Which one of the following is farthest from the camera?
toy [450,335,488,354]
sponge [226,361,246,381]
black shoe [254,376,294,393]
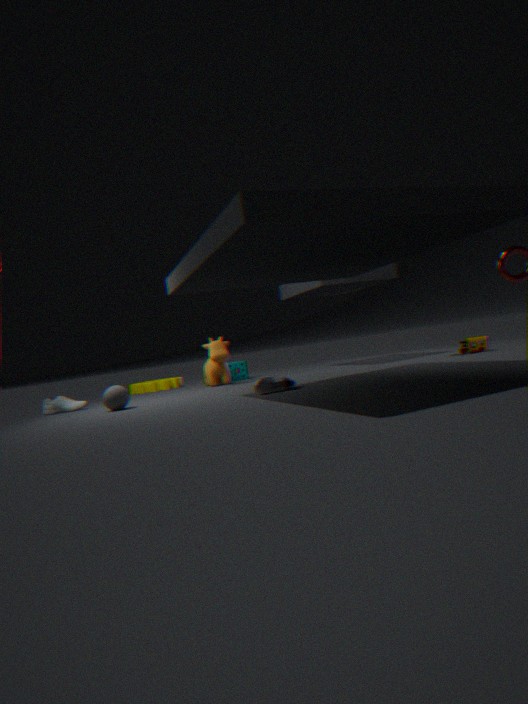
sponge [226,361,246,381]
